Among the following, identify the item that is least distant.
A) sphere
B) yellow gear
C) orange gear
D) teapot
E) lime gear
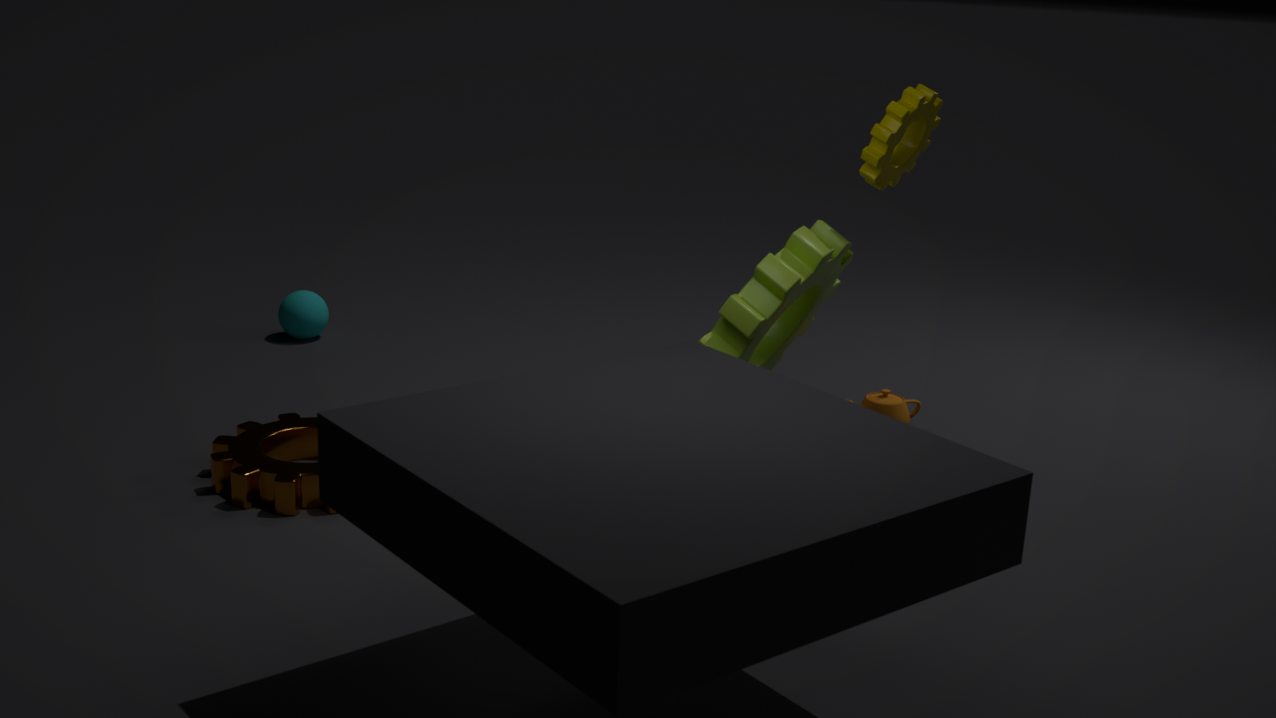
lime gear
